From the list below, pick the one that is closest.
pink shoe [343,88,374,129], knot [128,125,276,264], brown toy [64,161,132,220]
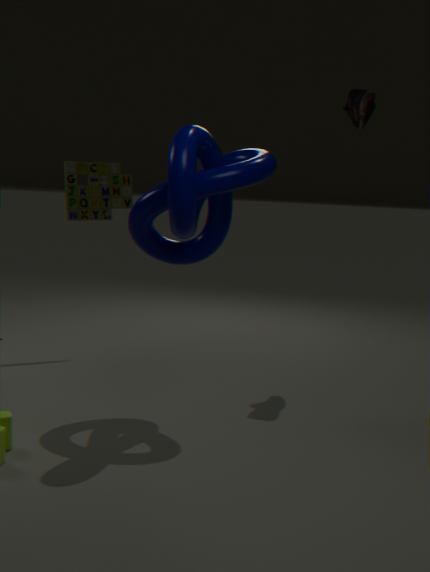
knot [128,125,276,264]
